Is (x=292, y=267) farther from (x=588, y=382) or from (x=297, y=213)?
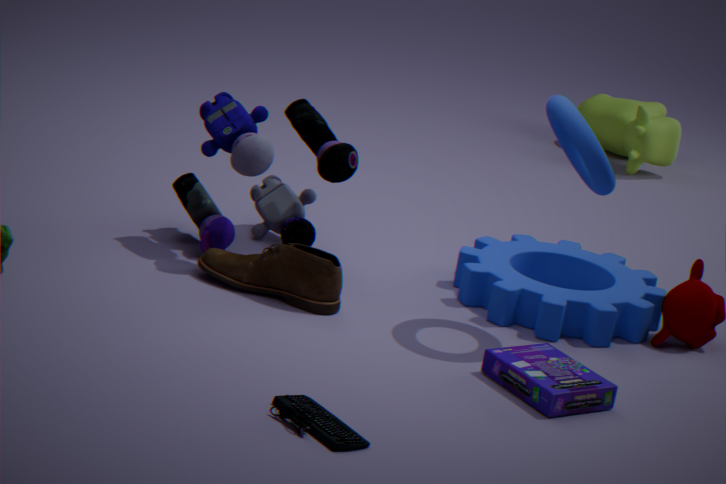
(x=588, y=382)
